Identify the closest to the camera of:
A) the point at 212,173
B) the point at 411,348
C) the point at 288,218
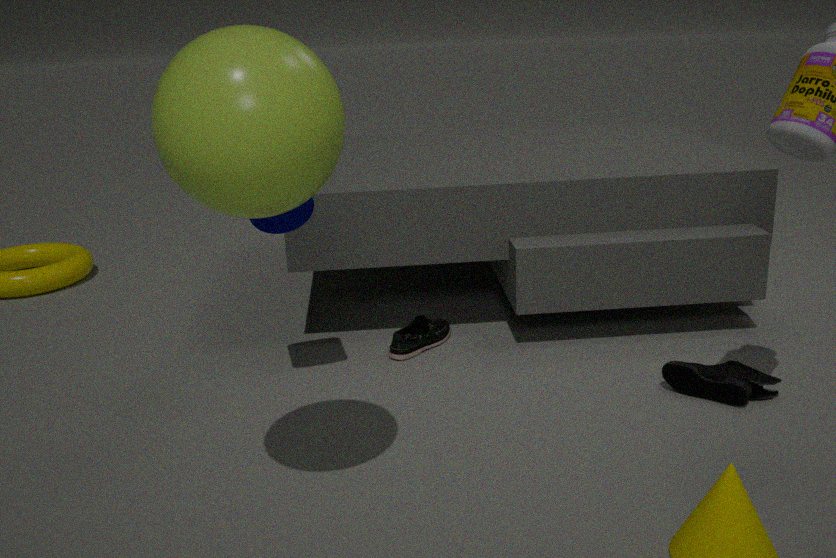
the point at 212,173
